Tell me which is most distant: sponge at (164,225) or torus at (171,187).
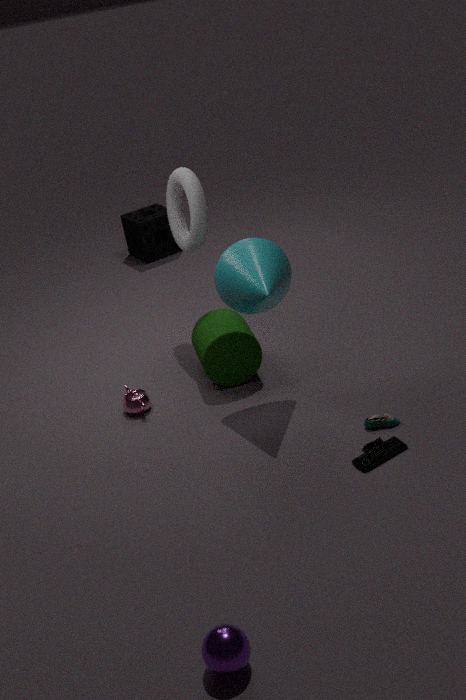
sponge at (164,225)
